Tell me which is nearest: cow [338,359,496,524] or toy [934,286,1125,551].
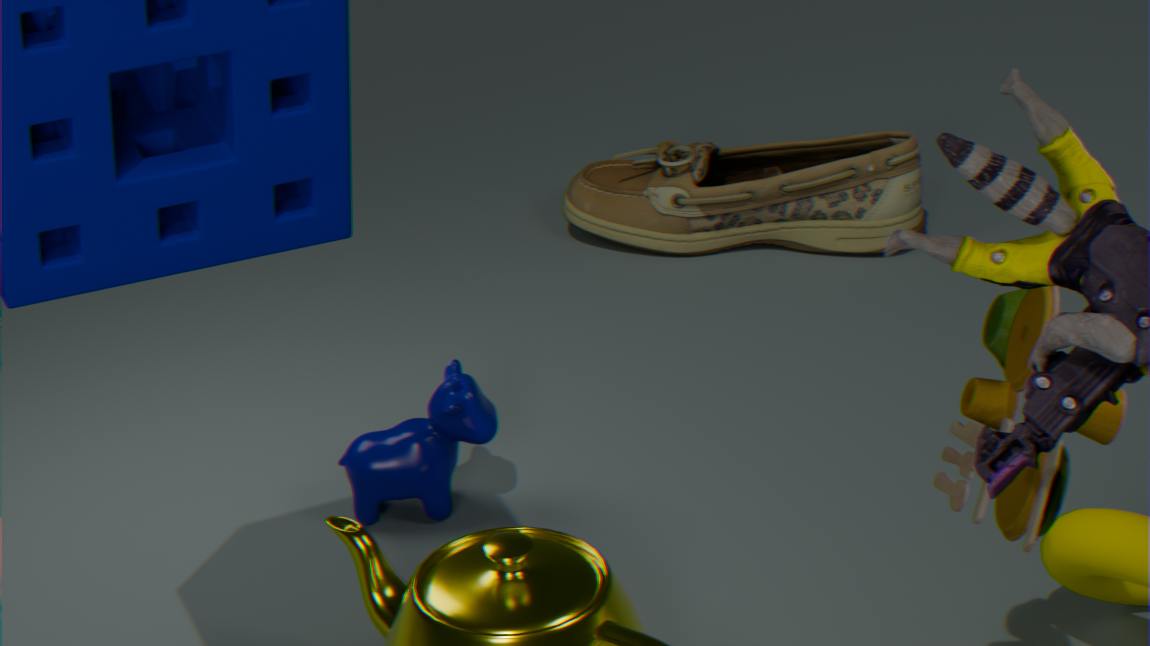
toy [934,286,1125,551]
